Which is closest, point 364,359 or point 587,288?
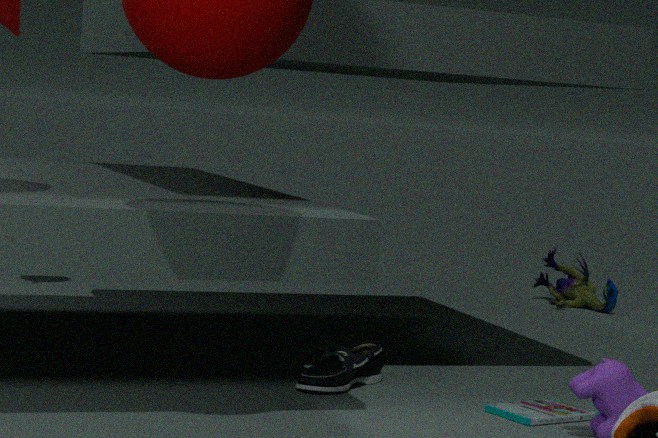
point 364,359
